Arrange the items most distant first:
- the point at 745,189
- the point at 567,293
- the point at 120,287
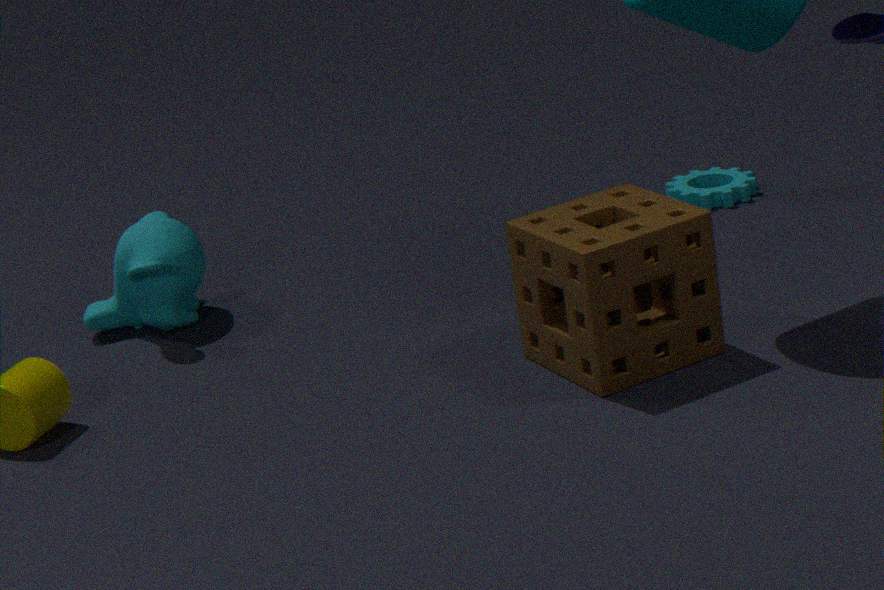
the point at 745,189
the point at 120,287
the point at 567,293
